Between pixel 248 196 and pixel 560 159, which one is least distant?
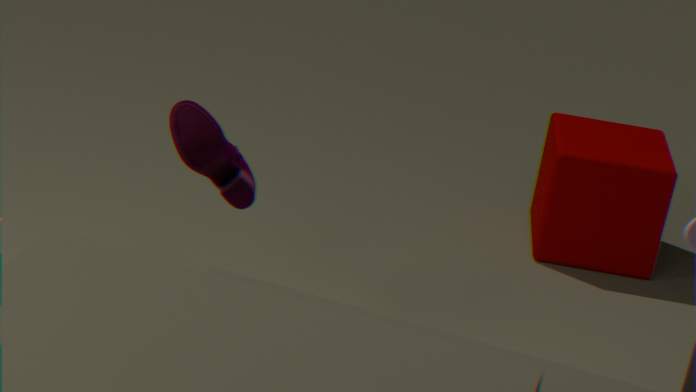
pixel 248 196
